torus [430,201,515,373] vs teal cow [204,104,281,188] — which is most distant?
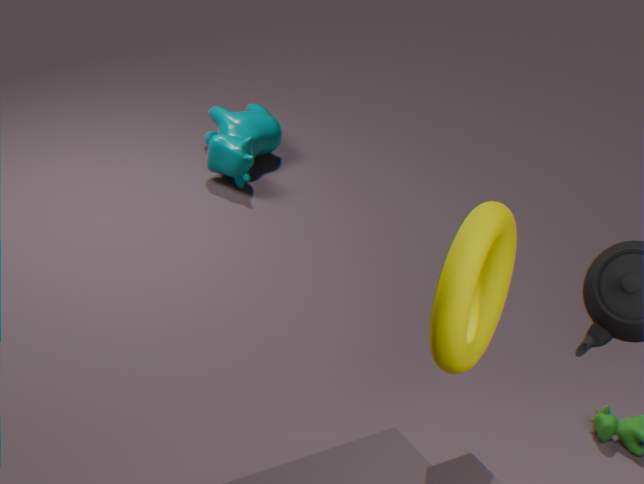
teal cow [204,104,281,188]
